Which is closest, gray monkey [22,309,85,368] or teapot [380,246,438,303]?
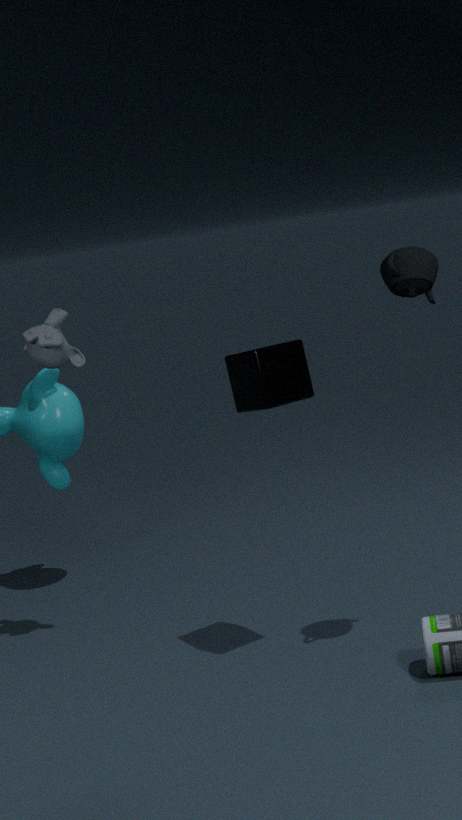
teapot [380,246,438,303]
